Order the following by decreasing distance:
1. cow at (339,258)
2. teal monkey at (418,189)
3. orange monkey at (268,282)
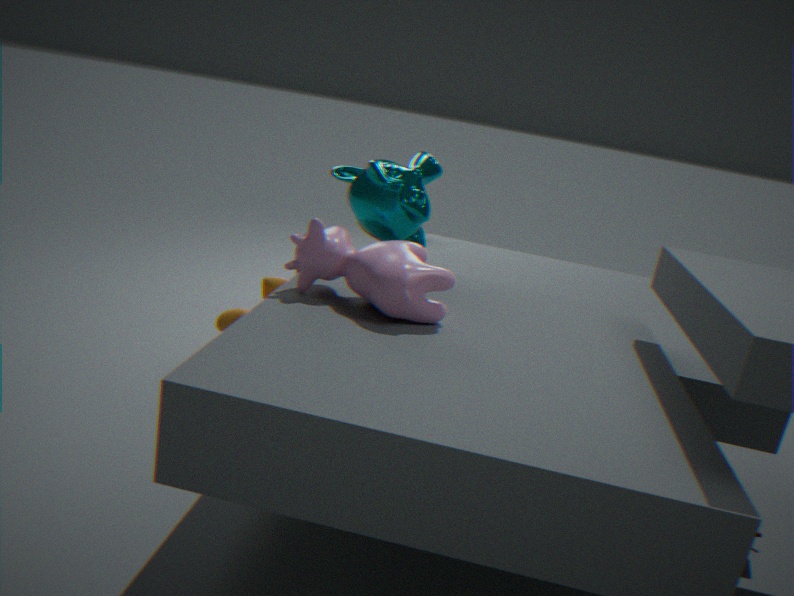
orange monkey at (268,282)
teal monkey at (418,189)
cow at (339,258)
